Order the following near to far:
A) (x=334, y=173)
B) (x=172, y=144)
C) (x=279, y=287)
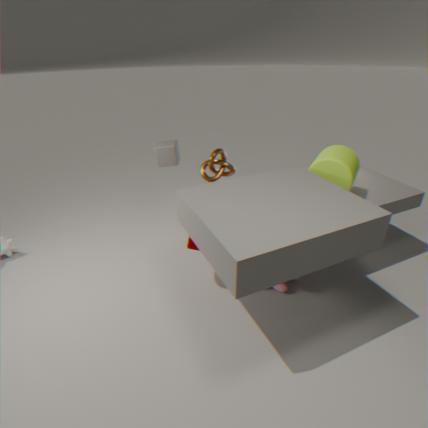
(x=334, y=173) → (x=279, y=287) → (x=172, y=144)
